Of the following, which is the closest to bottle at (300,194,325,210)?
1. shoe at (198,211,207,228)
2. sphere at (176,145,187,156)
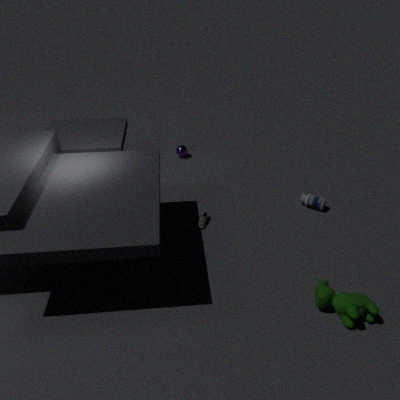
shoe at (198,211,207,228)
